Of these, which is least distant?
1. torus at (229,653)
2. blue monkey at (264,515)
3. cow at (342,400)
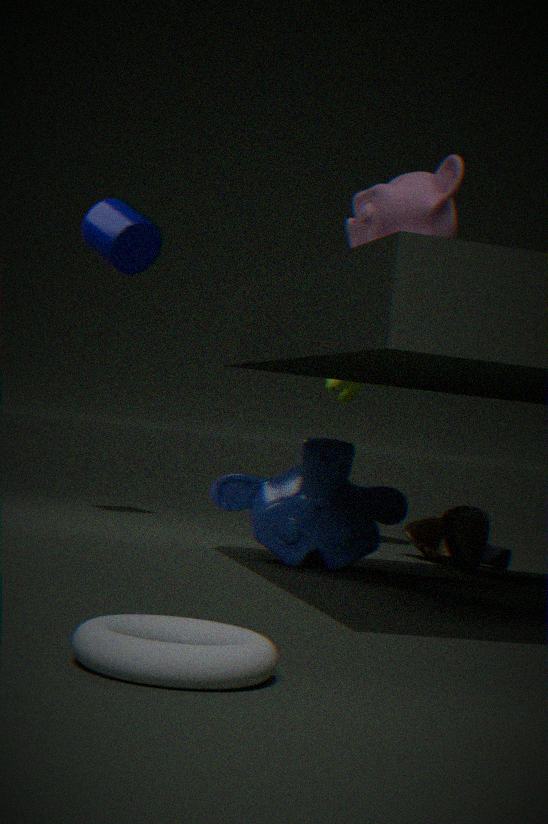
torus at (229,653)
